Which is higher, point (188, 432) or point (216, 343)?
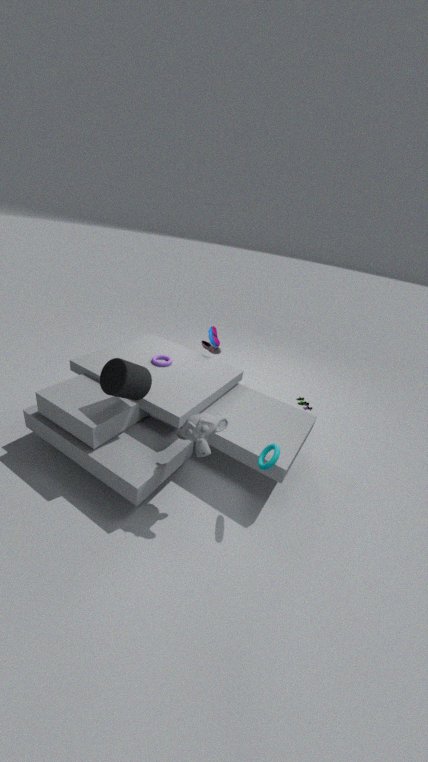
point (216, 343)
